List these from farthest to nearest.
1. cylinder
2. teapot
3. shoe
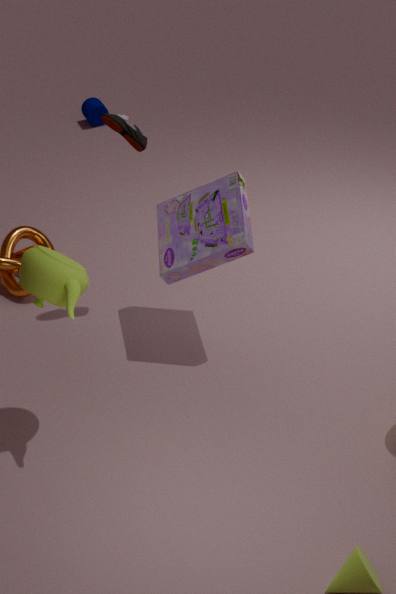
1. cylinder
2. shoe
3. teapot
